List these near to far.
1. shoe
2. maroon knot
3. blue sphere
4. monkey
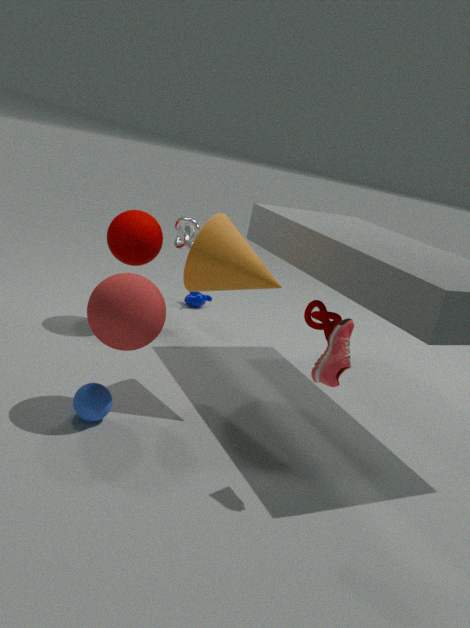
shoe, blue sphere, maroon knot, monkey
